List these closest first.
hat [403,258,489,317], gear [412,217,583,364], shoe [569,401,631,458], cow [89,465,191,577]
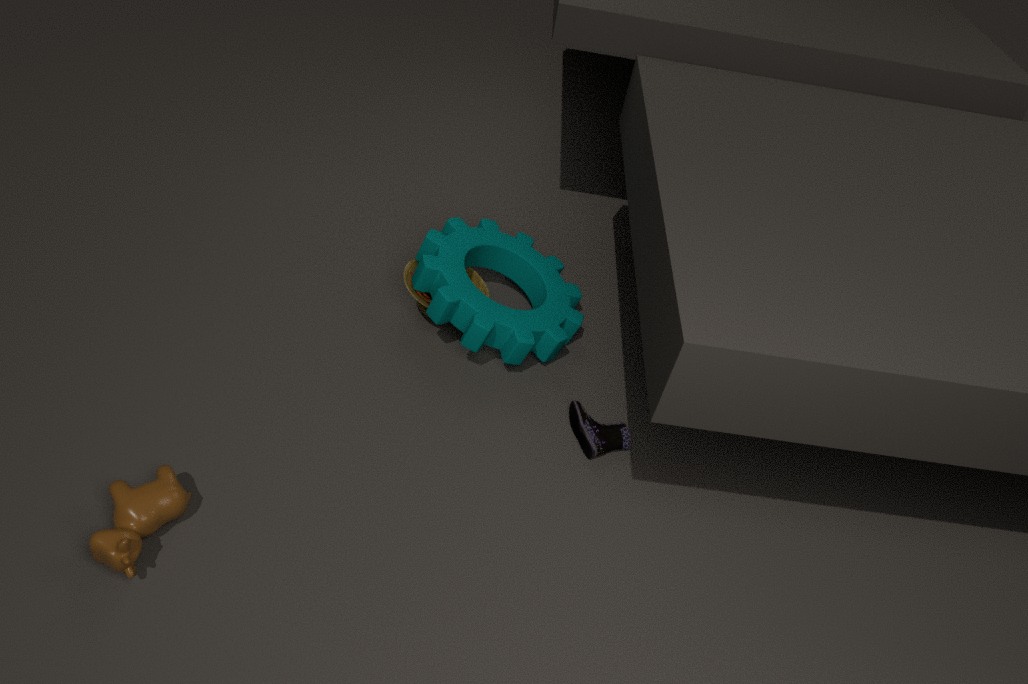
cow [89,465,191,577]
shoe [569,401,631,458]
gear [412,217,583,364]
hat [403,258,489,317]
